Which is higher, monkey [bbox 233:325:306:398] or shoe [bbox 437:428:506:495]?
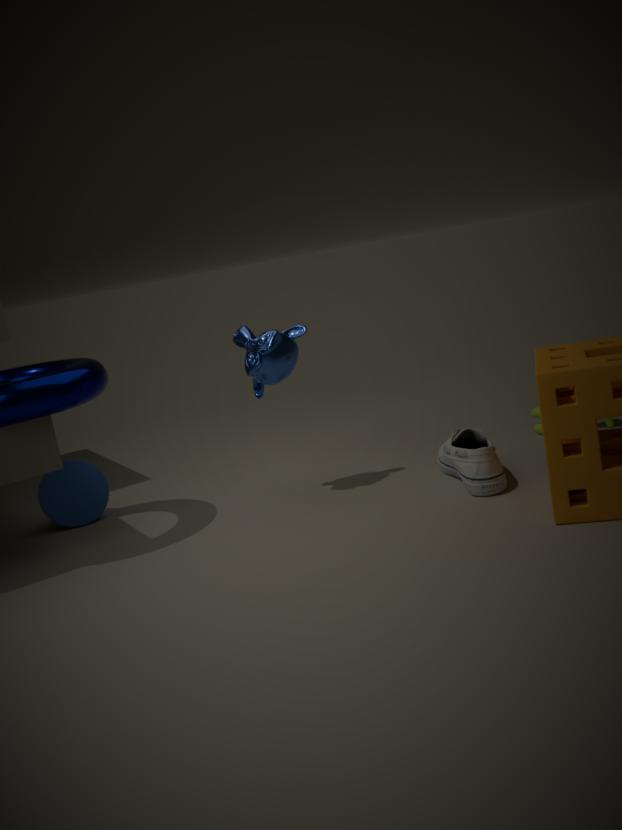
monkey [bbox 233:325:306:398]
